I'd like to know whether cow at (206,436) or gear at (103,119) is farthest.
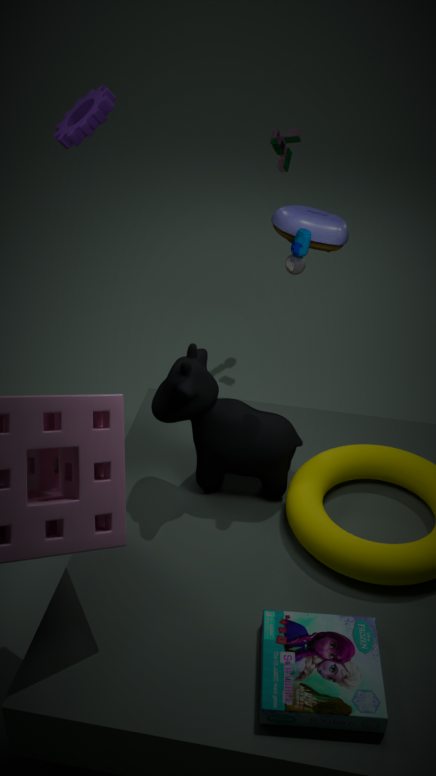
gear at (103,119)
